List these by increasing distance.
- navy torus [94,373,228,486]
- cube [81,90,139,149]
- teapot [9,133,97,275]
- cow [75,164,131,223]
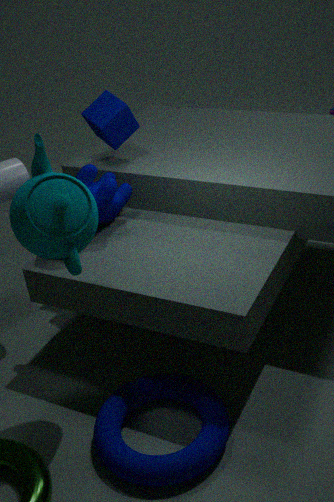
1. teapot [9,133,97,275]
2. navy torus [94,373,228,486]
3. cow [75,164,131,223]
4. cube [81,90,139,149]
